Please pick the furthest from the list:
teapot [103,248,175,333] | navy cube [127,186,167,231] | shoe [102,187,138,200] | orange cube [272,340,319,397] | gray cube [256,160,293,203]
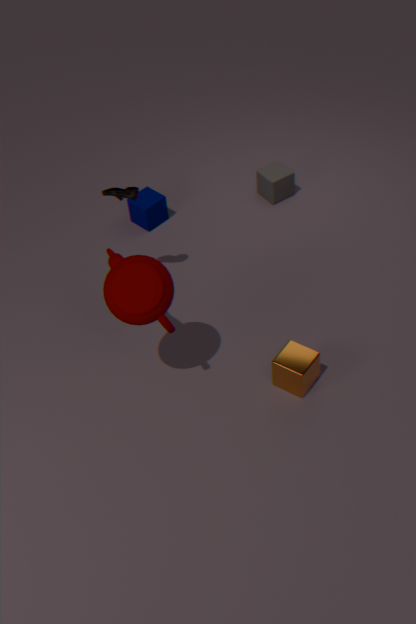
gray cube [256,160,293,203]
